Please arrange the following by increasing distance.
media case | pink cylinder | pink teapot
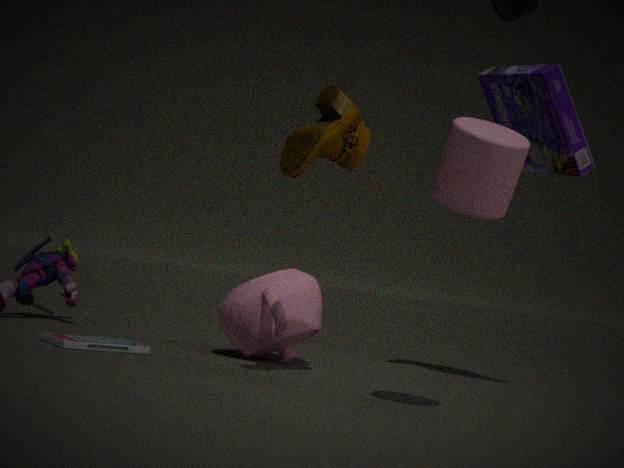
pink cylinder < media case < pink teapot
